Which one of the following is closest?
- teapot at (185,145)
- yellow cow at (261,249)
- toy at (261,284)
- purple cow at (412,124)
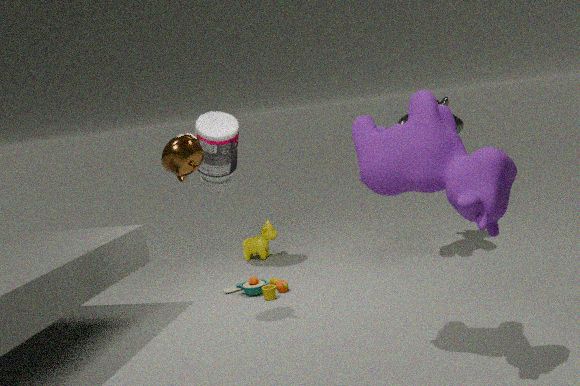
purple cow at (412,124)
